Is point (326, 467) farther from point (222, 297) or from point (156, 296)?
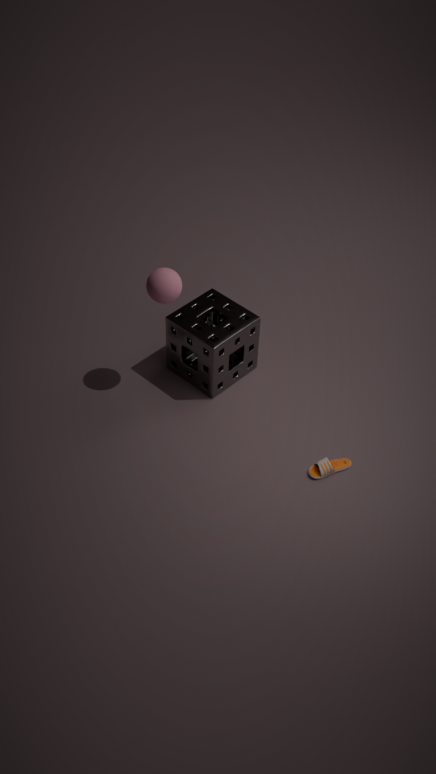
point (156, 296)
